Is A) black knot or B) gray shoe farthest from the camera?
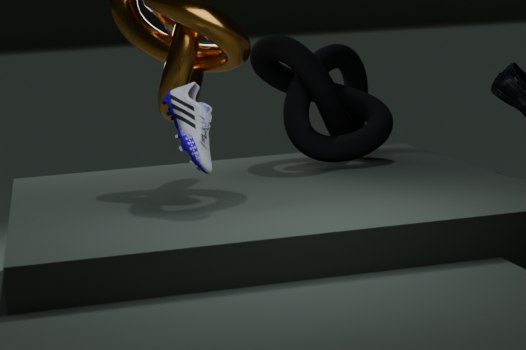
A. black knot
